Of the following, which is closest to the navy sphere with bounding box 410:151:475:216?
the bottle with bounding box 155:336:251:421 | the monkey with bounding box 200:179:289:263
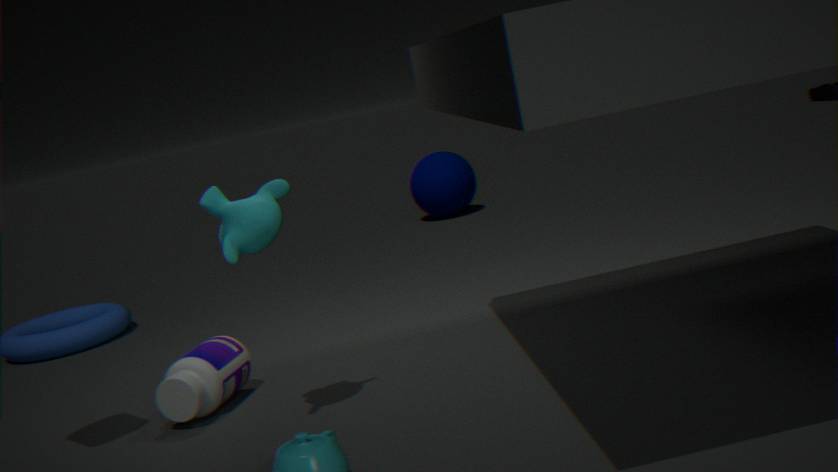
the bottle with bounding box 155:336:251:421
